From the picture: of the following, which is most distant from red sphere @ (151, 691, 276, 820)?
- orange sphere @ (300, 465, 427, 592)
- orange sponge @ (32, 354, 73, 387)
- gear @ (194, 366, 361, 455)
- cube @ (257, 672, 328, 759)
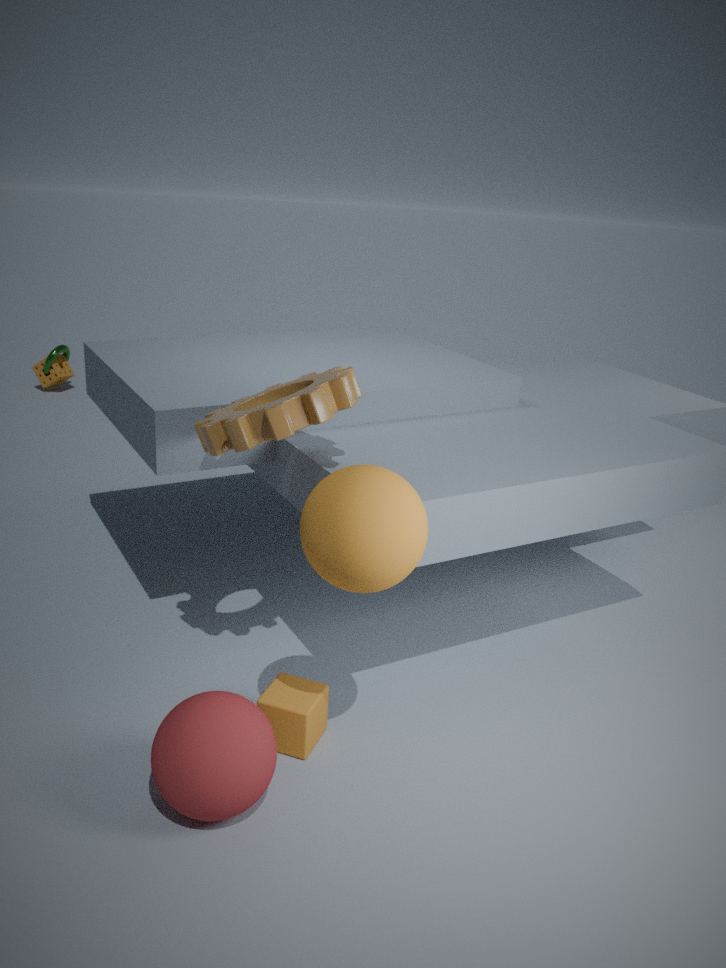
orange sponge @ (32, 354, 73, 387)
